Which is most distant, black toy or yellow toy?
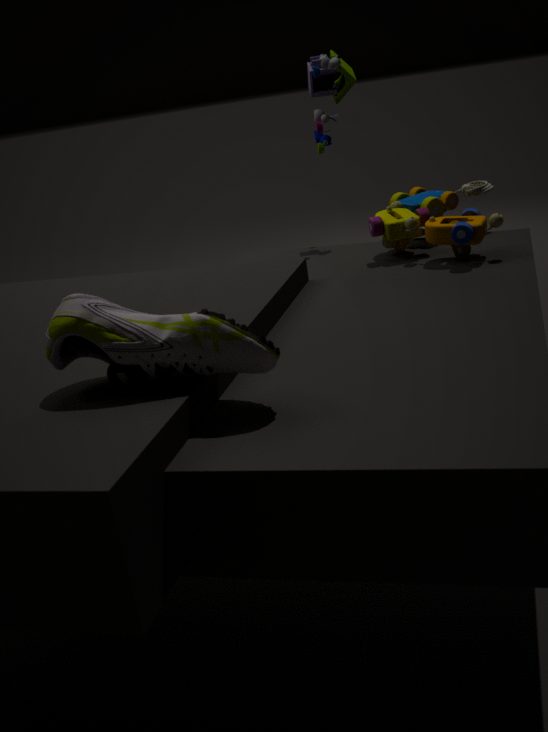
black toy
